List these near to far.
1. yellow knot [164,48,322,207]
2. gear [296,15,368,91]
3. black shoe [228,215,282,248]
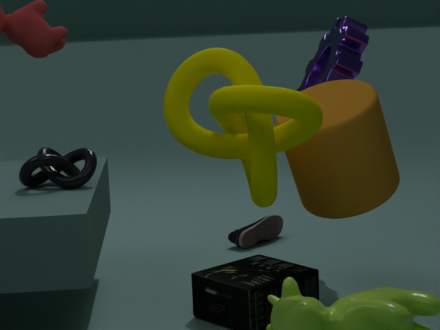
yellow knot [164,48,322,207] < gear [296,15,368,91] < black shoe [228,215,282,248]
